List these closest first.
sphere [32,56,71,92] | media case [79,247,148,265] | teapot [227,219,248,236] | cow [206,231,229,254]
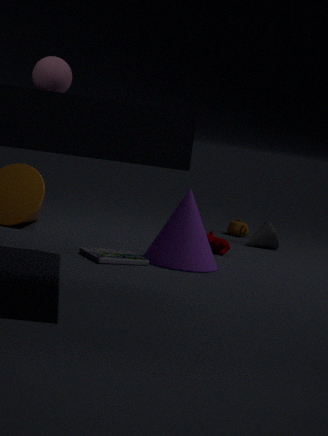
1. sphere [32,56,71,92]
2. media case [79,247,148,265]
3. cow [206,231,229,254]
4. teapot [227,219,248,236]
